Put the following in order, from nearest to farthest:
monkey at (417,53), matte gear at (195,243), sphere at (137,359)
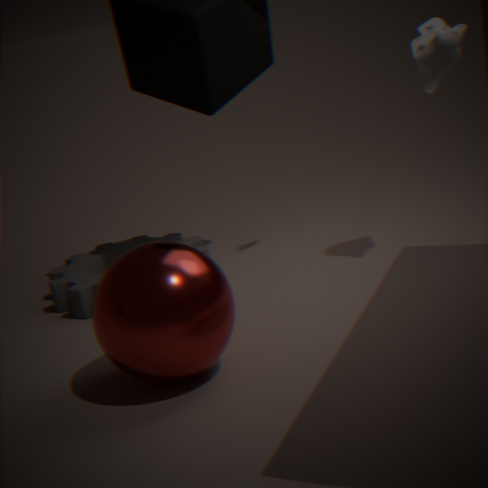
1. sphere at (137,359)
2. monkey at (417,53)
3. matte gear at (195,243)
